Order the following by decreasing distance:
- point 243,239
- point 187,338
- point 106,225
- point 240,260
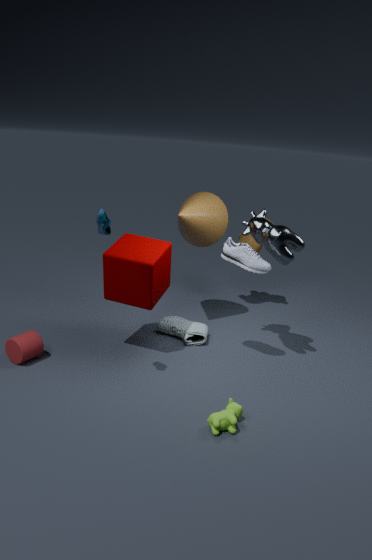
point 243,239 < point 187,338 < point 240,260 < point 106,225
